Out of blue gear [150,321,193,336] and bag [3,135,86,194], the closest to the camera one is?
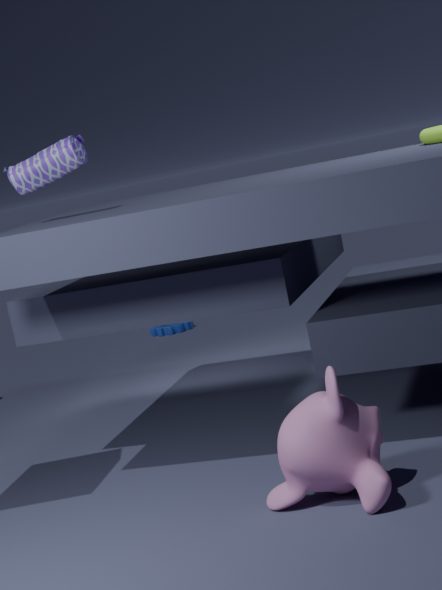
bag [3,135,86,194]
